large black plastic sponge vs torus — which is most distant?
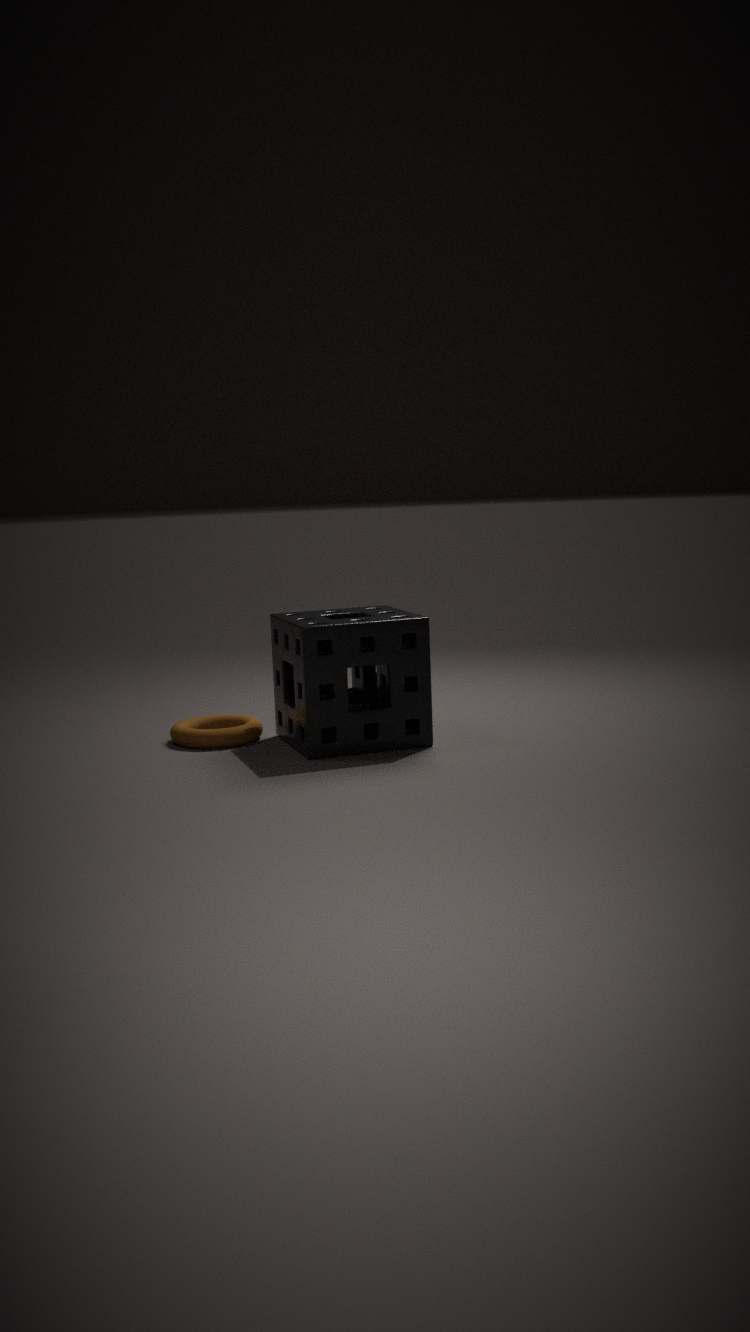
torus
